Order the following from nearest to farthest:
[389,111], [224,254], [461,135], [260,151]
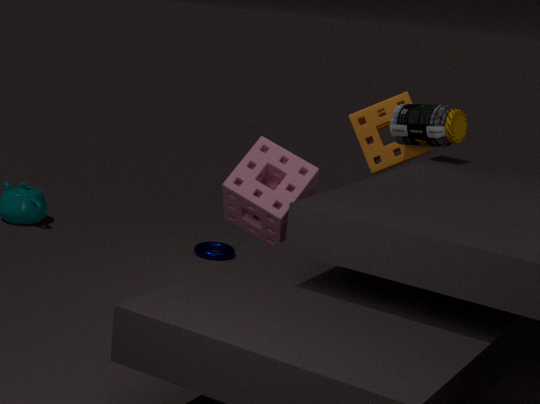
[260,151], [461,135], [389,111], [224,254]
